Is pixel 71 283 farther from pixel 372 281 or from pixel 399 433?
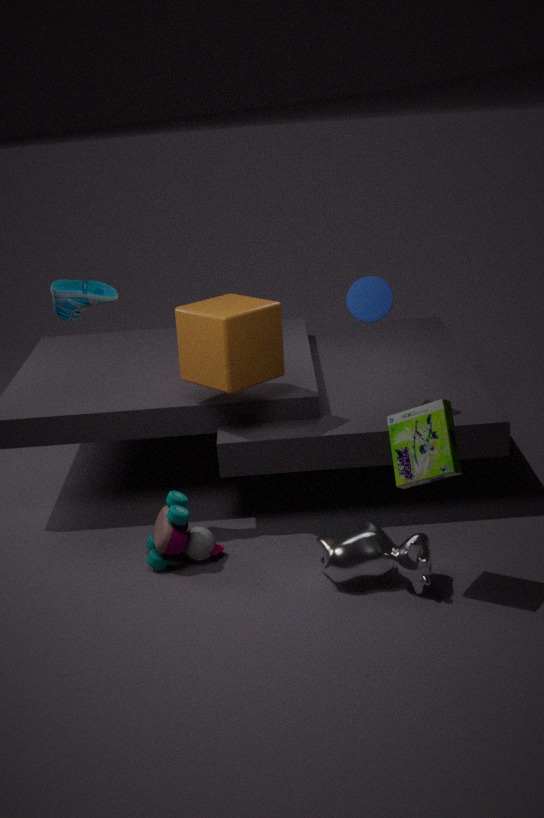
pixel 399 433
